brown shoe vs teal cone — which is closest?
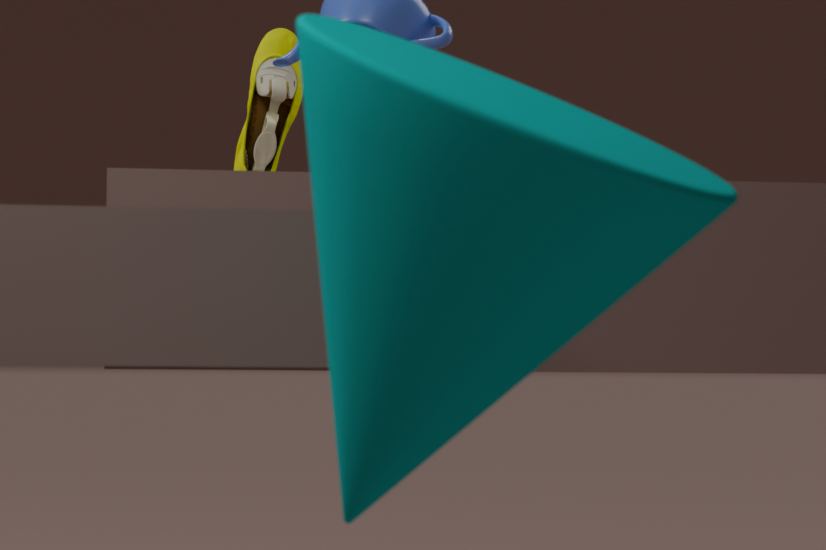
teal cone
